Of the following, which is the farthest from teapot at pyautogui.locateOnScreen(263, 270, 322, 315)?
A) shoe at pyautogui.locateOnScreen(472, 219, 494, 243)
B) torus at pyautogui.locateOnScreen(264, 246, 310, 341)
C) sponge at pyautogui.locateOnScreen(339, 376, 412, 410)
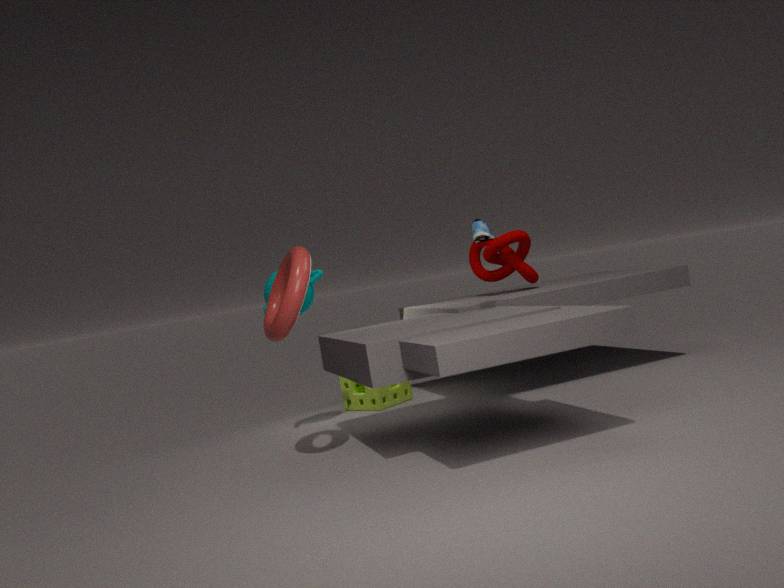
shoe at pyautogui.locateOnScreen(472, 219, 494, 243)
